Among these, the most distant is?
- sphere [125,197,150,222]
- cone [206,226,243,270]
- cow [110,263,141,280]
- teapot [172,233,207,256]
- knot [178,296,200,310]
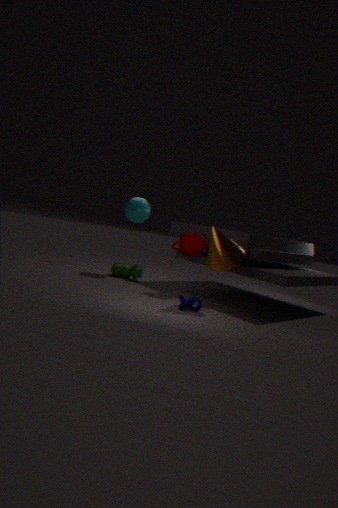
cow [110,263,141,280]
